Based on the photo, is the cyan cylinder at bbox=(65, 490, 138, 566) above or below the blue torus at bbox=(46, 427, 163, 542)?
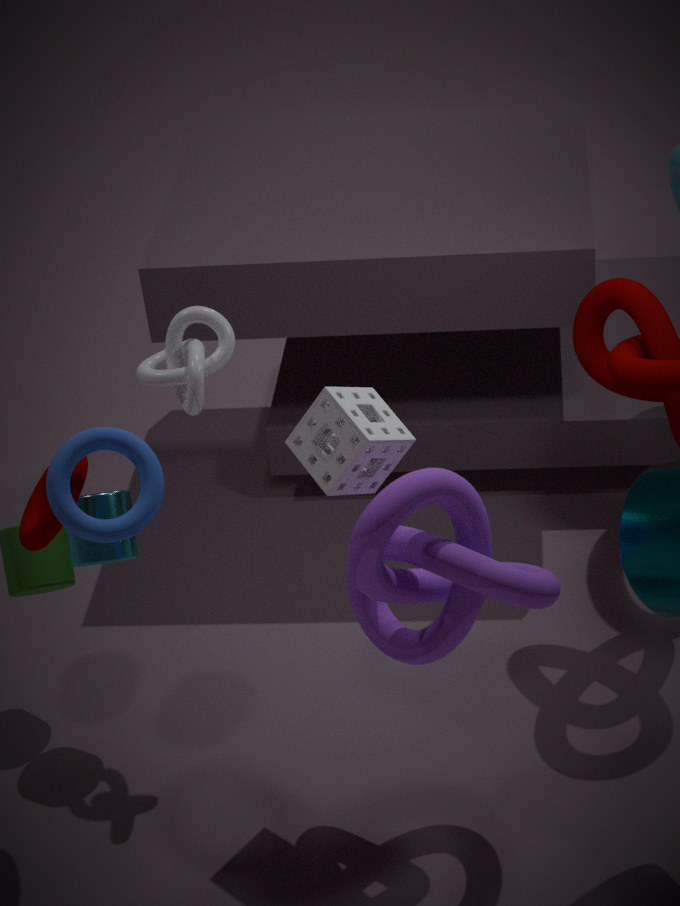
below
